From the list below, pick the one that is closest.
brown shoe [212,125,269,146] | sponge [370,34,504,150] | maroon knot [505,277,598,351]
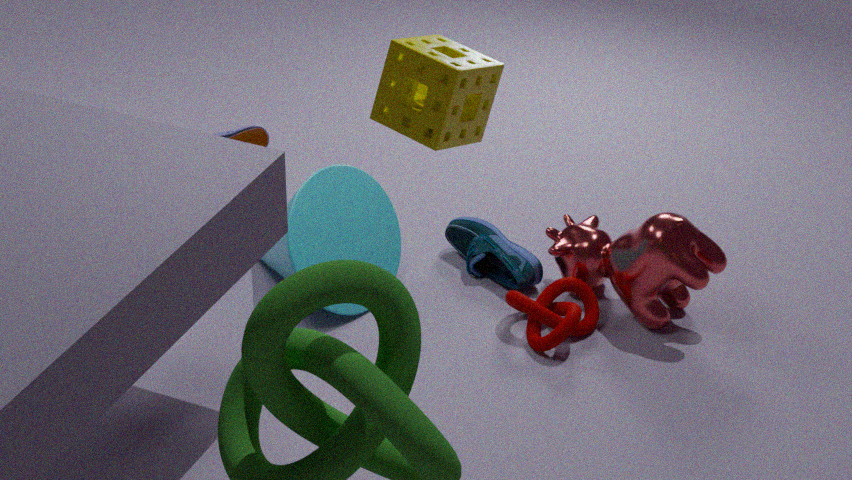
sponge [370,34,504,150]
